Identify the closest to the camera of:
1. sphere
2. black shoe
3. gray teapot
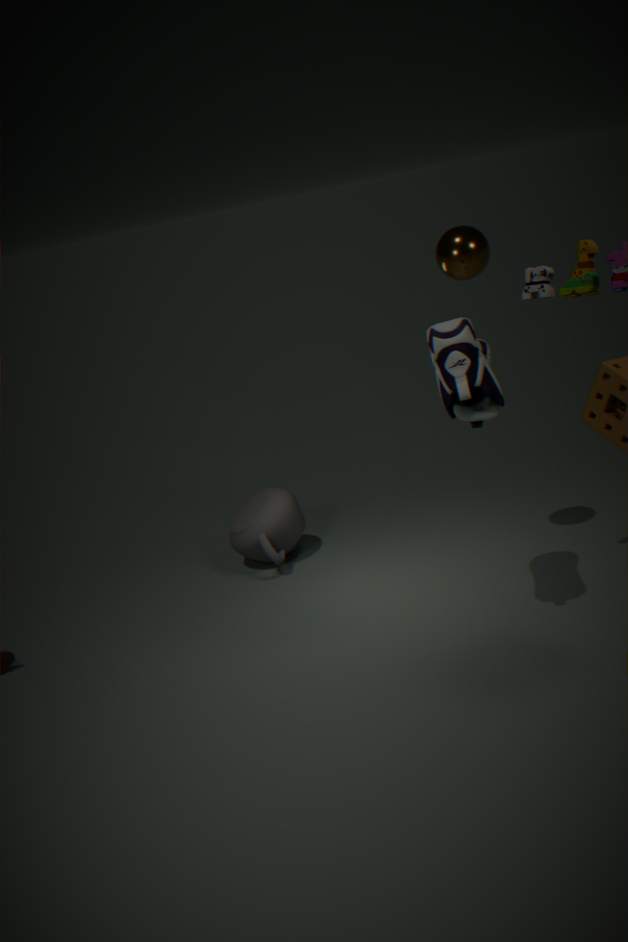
black shoe
